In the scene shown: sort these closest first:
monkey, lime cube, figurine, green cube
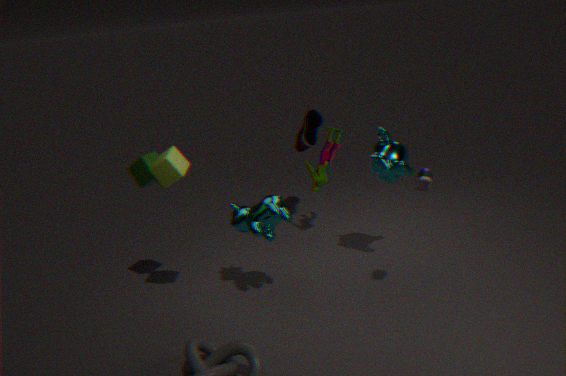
lime cube
green cube
monkey
figurine
